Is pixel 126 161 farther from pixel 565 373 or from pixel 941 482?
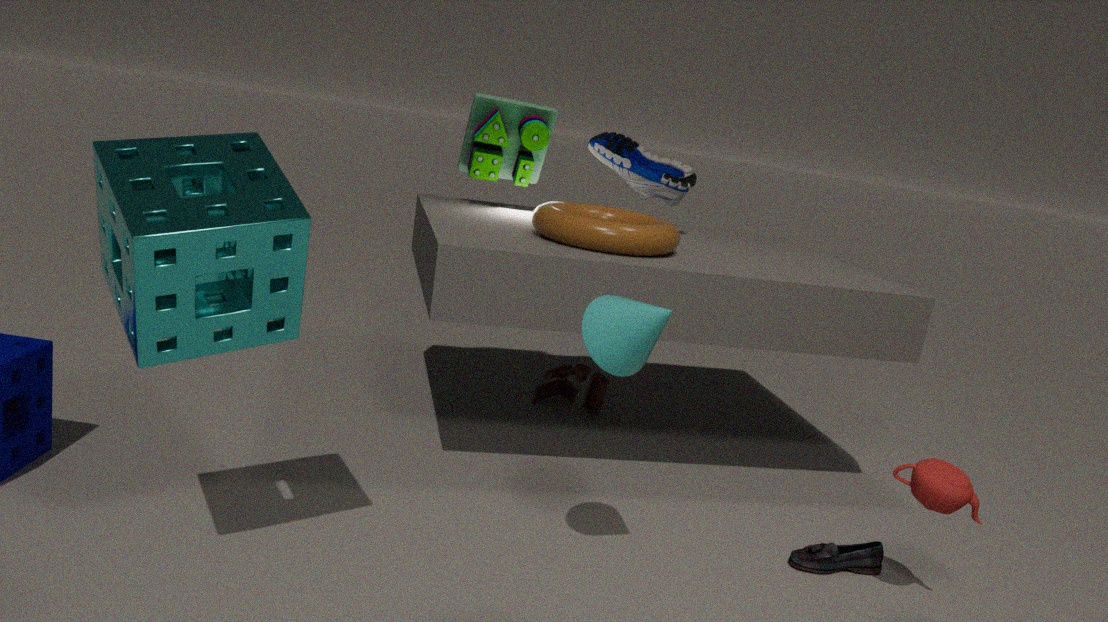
pixel 565 373
